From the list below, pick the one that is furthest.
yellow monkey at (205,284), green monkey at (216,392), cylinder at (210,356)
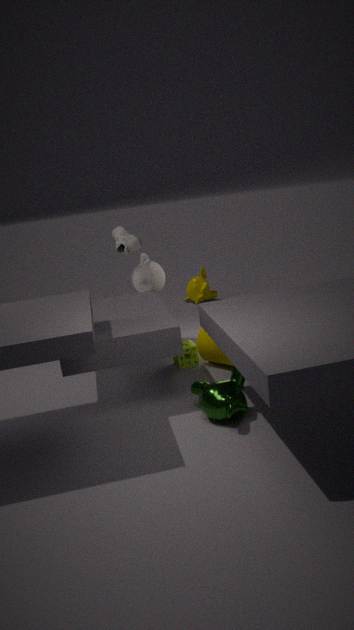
yellow monkey at (205,284)
